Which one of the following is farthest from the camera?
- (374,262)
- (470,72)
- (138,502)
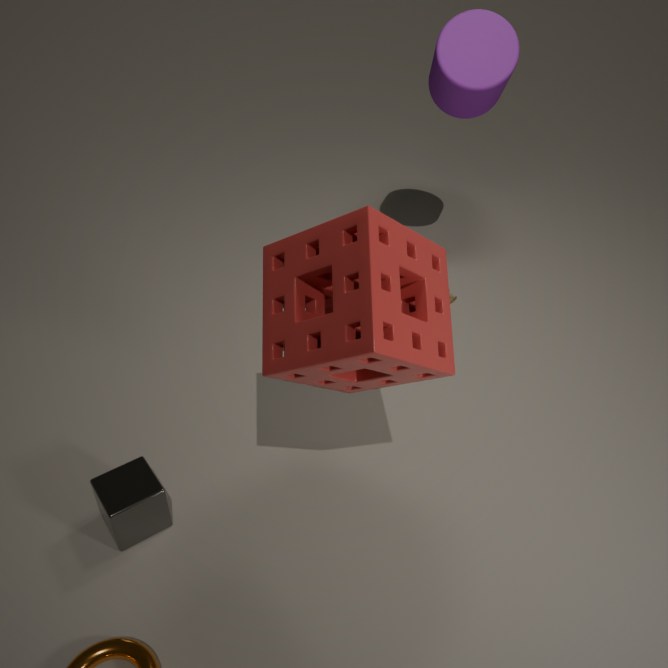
(470,72)
